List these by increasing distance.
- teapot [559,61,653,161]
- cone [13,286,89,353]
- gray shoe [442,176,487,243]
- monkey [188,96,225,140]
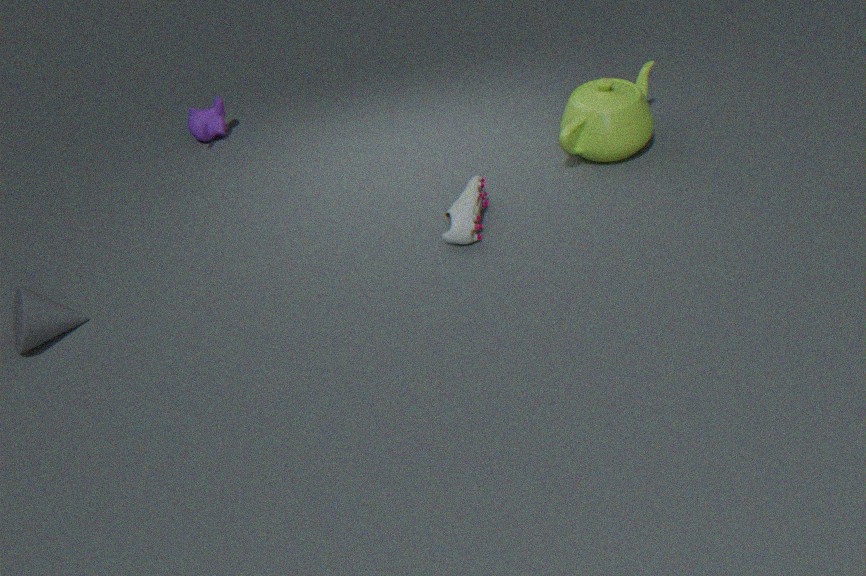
cone [13,286,89,353], gray shoe [442,176,487,243], teapot [559,61,653,161], monkey [188,96,225,140]
